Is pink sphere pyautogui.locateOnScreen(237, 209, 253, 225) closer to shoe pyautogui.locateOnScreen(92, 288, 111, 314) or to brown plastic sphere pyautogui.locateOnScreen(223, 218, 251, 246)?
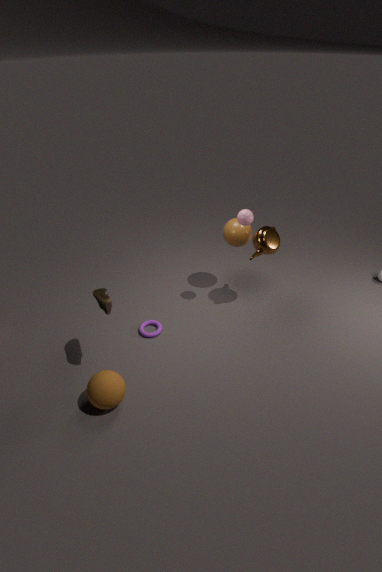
→ brown plastic sphere pyautogui.locateOnScreen(223, 218, 251, 246)
